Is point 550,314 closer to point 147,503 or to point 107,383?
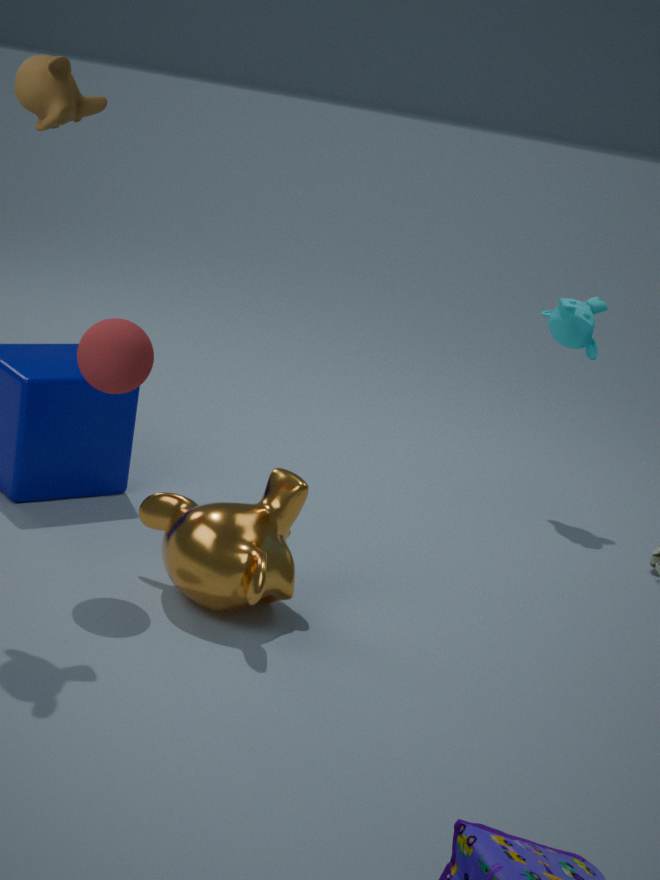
point 147,503
